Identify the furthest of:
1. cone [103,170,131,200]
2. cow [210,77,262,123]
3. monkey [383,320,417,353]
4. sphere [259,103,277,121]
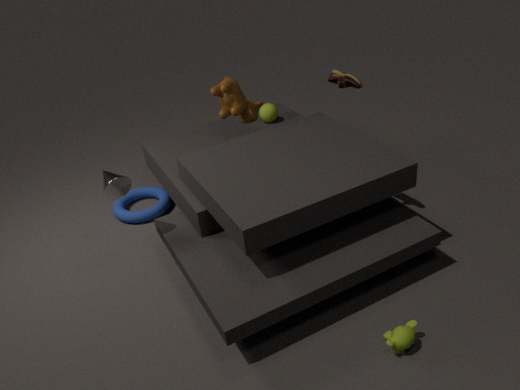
sphere [259,103,277,121]
